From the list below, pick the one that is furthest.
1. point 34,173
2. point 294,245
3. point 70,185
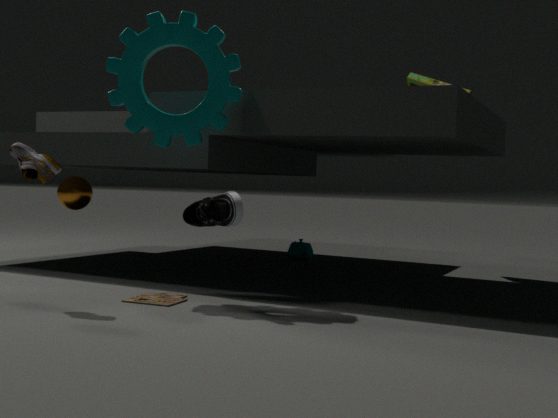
point 294,245
